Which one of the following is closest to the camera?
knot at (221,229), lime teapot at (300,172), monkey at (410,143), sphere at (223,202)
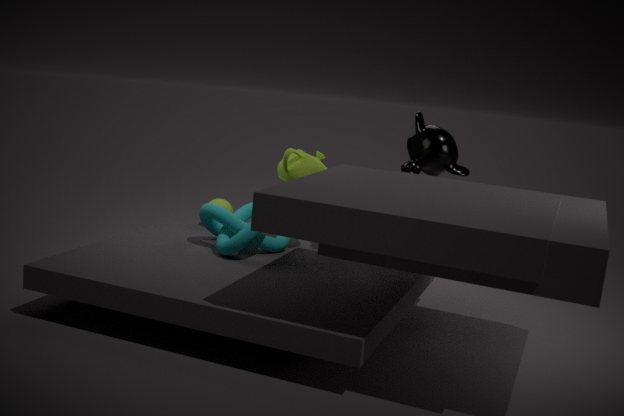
knot at (221,229)
